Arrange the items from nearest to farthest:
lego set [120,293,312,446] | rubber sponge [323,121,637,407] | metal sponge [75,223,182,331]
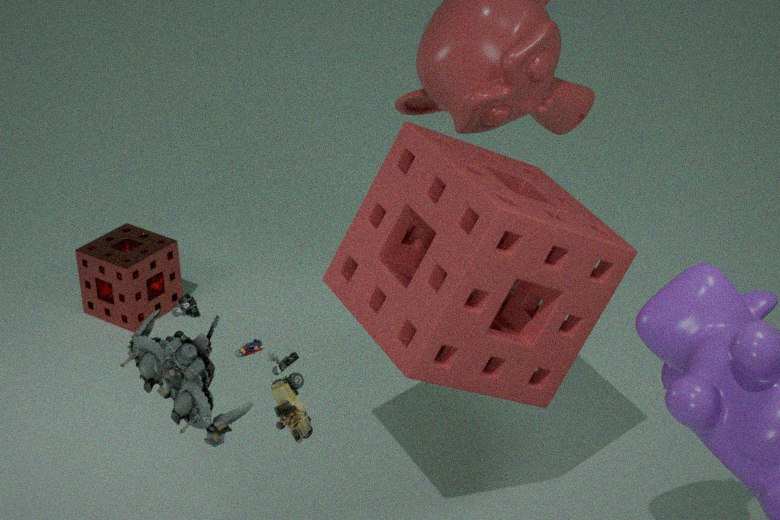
1. lego set [120,293,312,446]
2. rubber sponge [323,121,637,407]
3. metal sponge [75,223,182,331]
